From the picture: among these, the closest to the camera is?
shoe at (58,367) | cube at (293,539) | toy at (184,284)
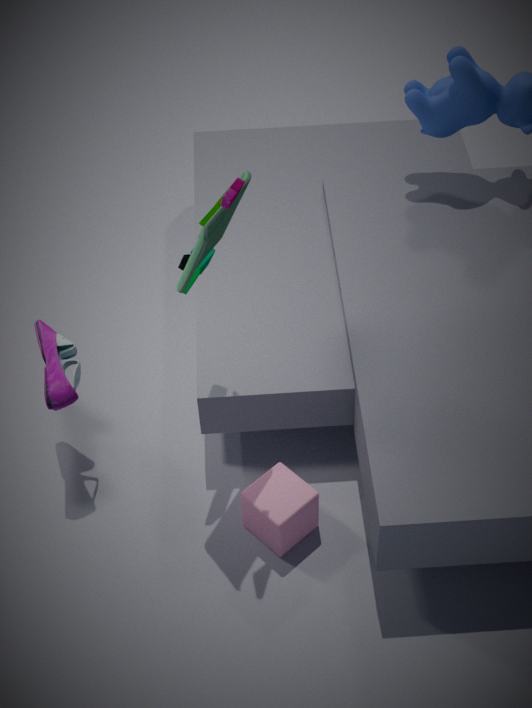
toy at (184,284)
